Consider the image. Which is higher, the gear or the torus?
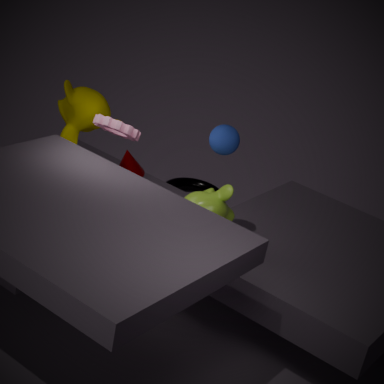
the gear
